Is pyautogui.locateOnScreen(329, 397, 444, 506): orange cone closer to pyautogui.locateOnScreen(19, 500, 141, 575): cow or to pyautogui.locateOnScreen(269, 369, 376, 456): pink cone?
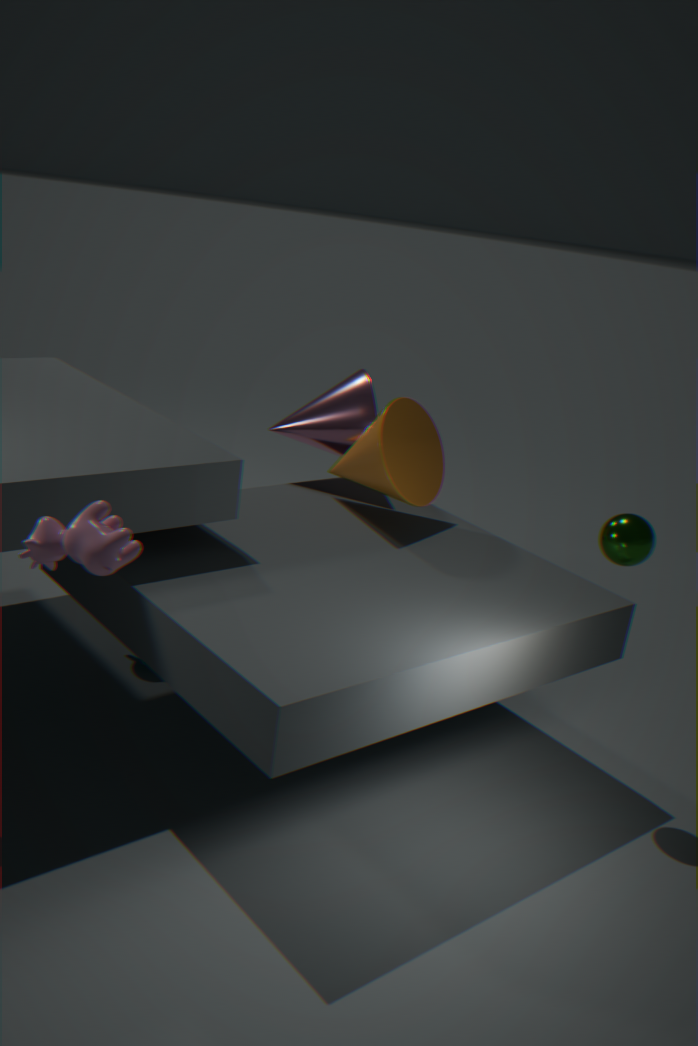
pyautogui.locateOnScreen(269, 369, 376, 456): pink cone
